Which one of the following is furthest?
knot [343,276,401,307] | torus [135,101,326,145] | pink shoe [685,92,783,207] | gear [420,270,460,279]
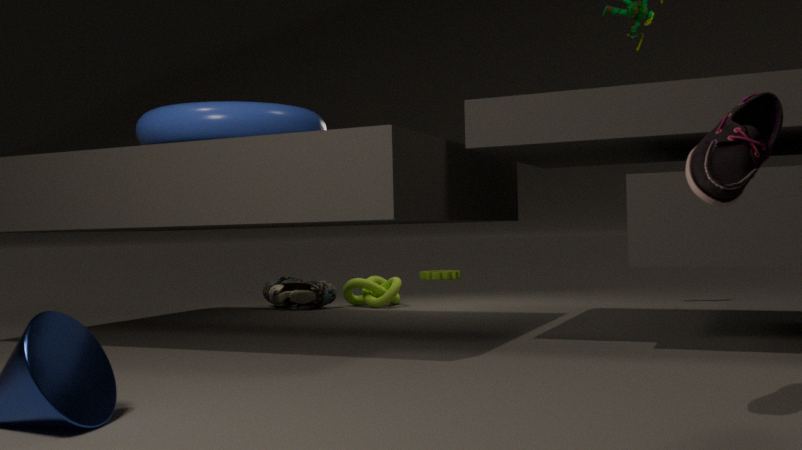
gear [420,270,460,279]
